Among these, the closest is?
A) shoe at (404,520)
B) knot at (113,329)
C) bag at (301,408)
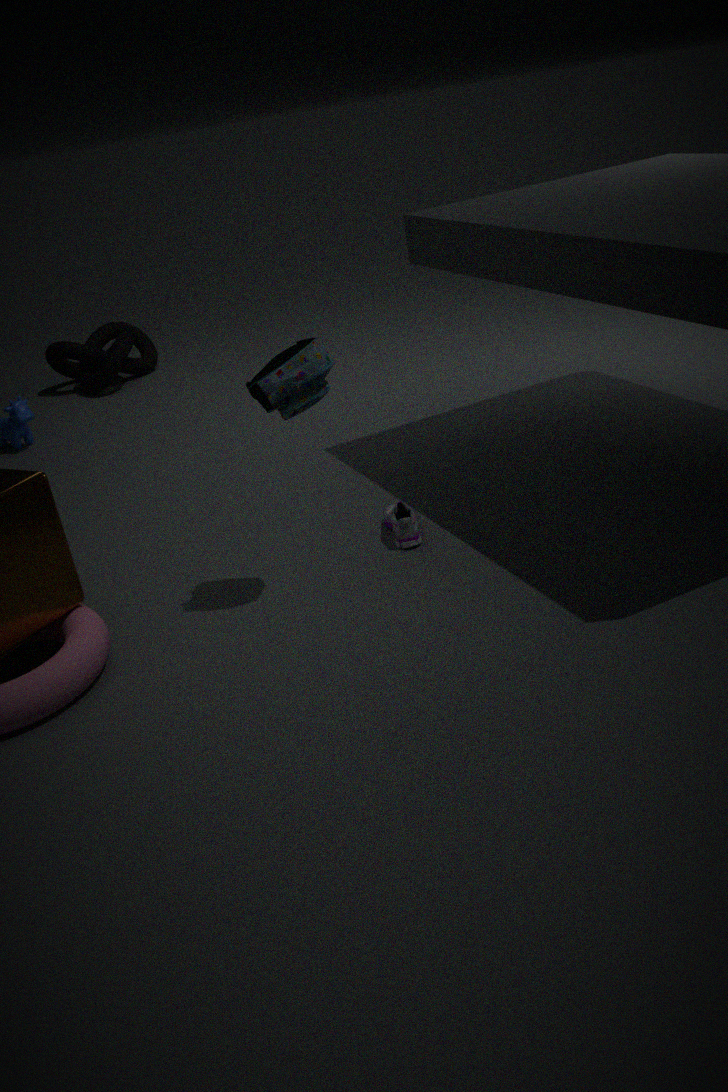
bag at (301,408)
